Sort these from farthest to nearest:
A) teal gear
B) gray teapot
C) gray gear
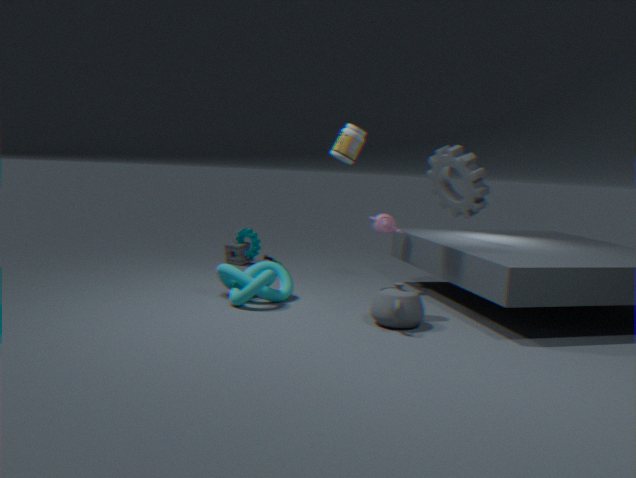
A. teal gear → C. gray gear → B. gray teapot
